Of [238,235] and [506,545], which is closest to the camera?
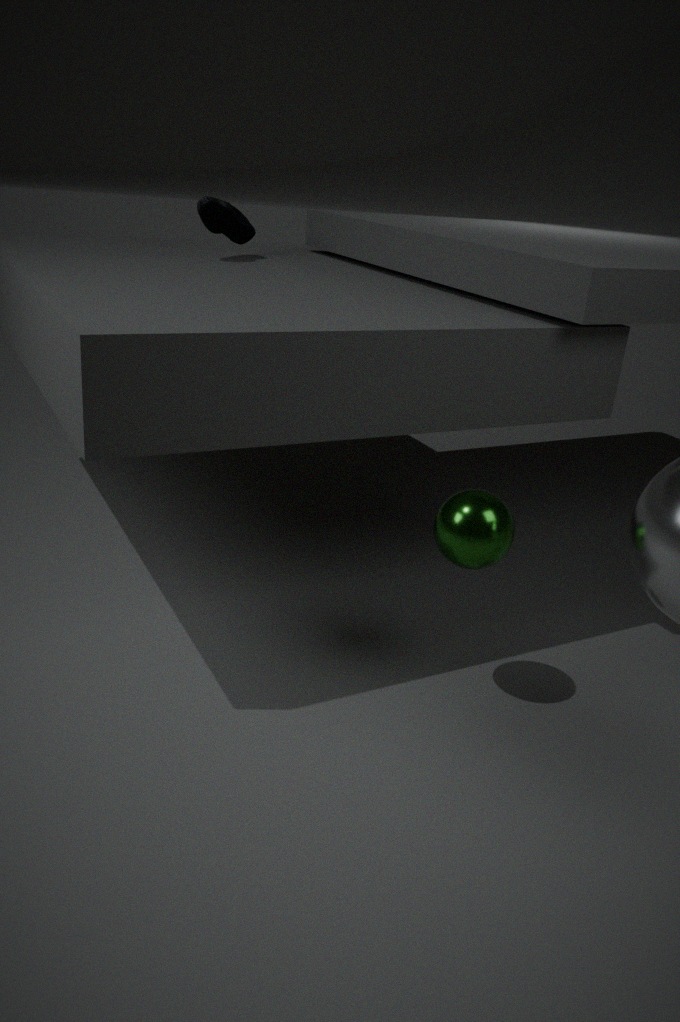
[506,545]
